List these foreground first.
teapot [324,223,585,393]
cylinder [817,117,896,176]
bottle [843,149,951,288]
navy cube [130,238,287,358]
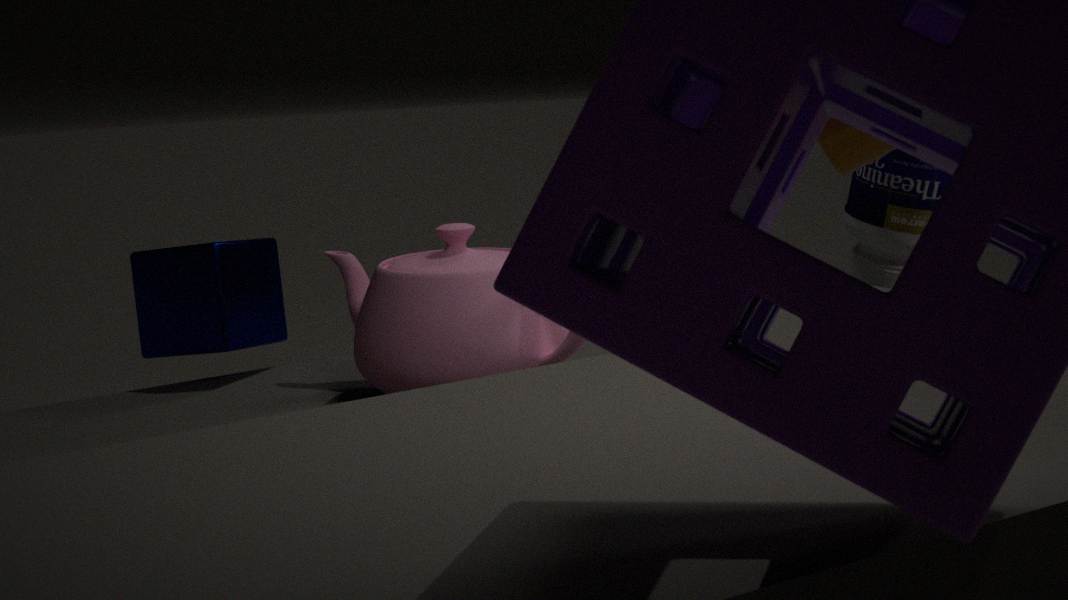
teapot [324,223,585,393], cylinder [817,117,896,176], navy cube [130,238,287,358], bottle [843,149,951,288]
